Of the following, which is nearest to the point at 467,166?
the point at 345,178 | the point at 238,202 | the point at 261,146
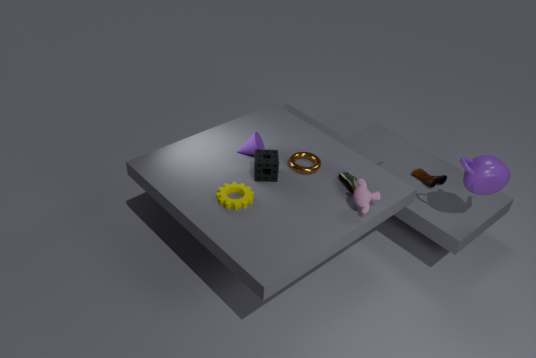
the point at 345,178
